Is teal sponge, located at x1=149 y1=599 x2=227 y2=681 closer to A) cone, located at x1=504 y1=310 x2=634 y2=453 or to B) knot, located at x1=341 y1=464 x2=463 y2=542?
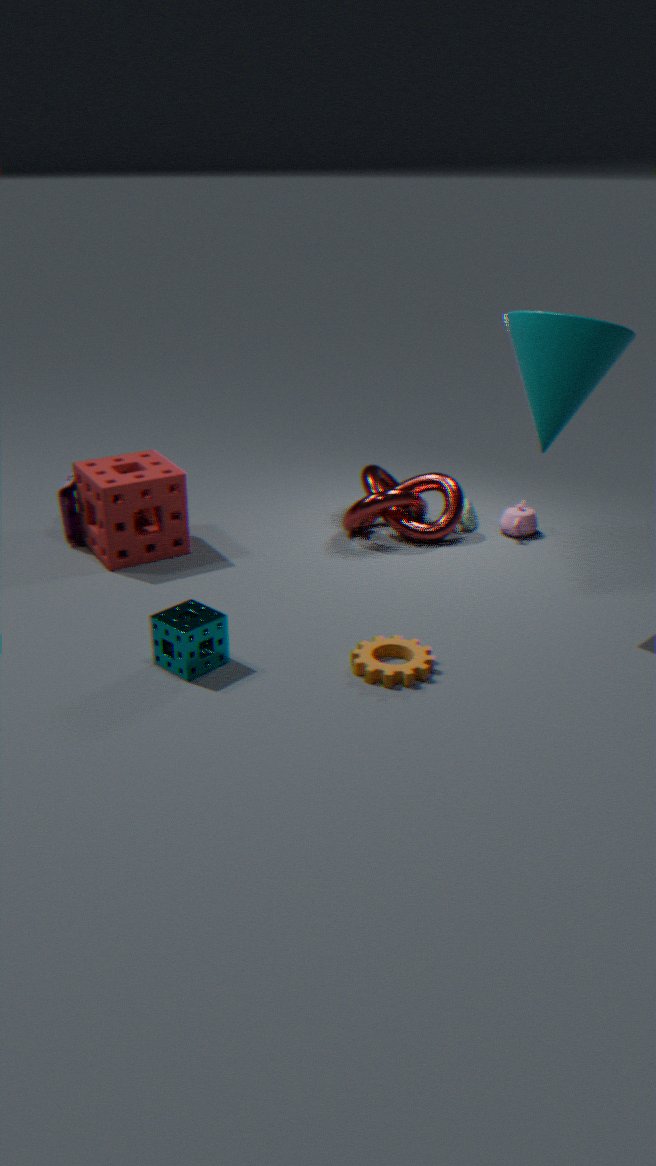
B) knot, located at x1=341 y1=464 x2=463 y2=542
